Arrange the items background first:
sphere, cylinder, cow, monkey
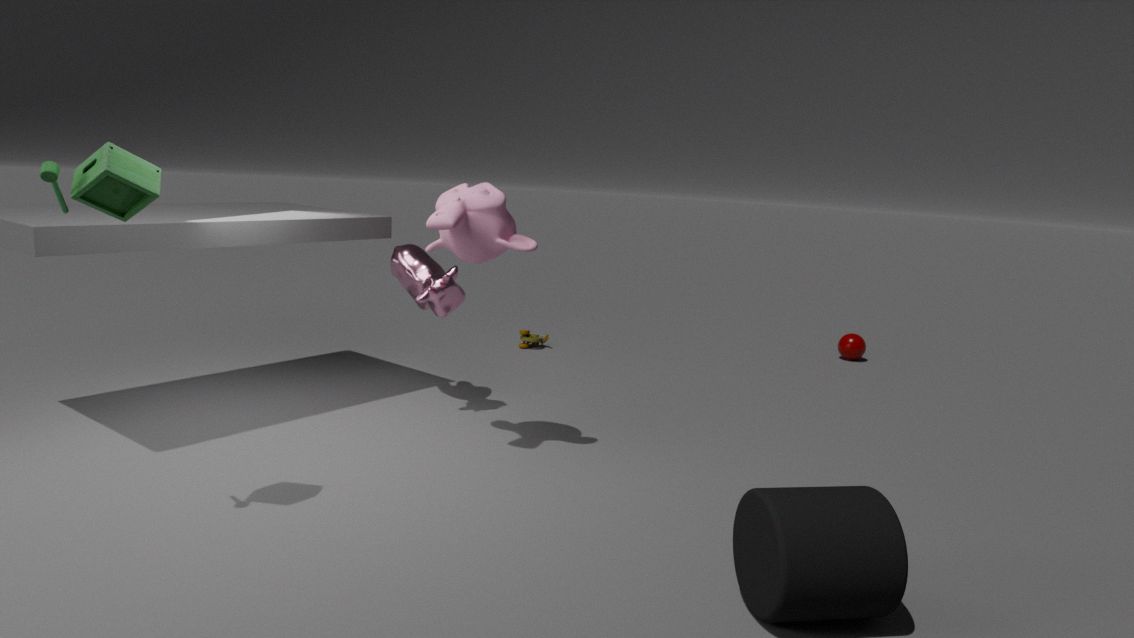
sphere
cow
monkey
cylinder
